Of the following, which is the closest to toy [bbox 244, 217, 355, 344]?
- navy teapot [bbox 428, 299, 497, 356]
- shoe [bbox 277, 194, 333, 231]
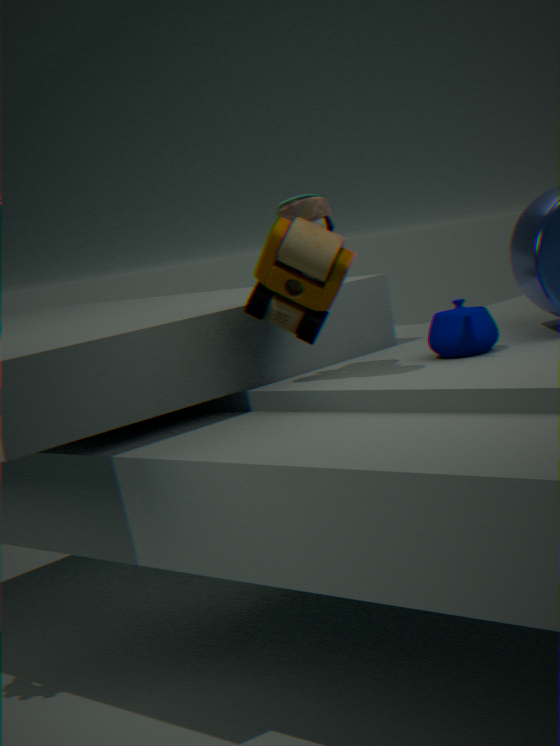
navy teapot [bbox 428, 299, 497, 356]
